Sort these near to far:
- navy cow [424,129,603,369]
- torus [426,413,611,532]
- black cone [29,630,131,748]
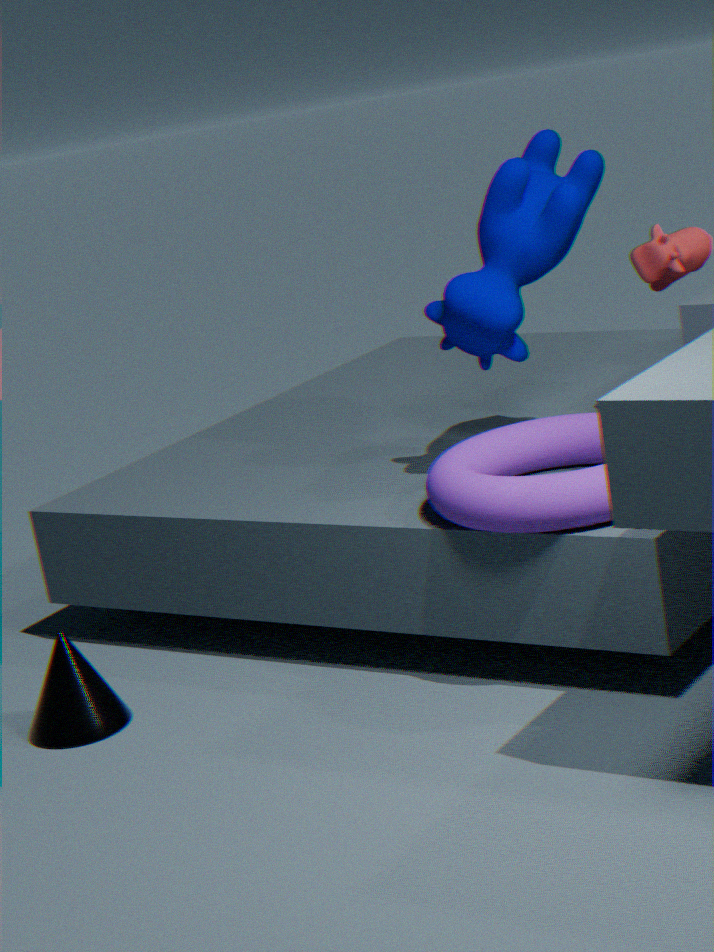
torus [426,413,611,532]
black cone [29,630,131,748]
navy cow [424,129,603,369]
